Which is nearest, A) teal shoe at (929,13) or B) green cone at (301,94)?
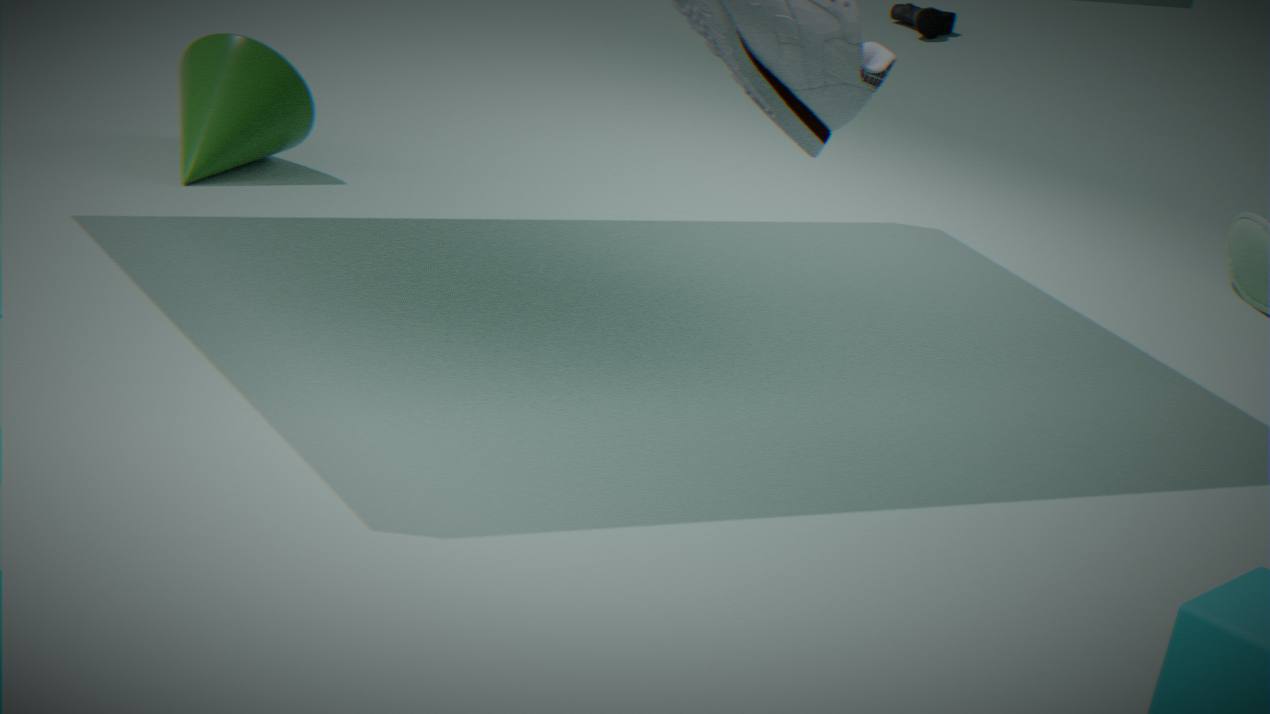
B. green cone at (301,94)
